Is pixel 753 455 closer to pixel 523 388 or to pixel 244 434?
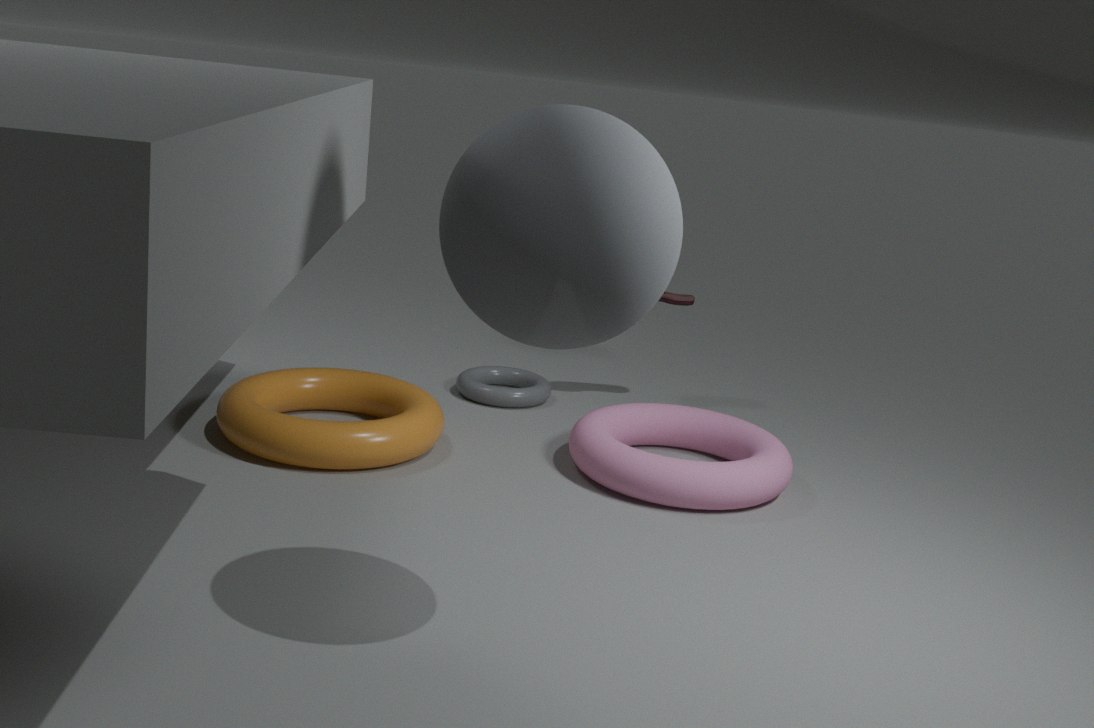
pixel 523 388
